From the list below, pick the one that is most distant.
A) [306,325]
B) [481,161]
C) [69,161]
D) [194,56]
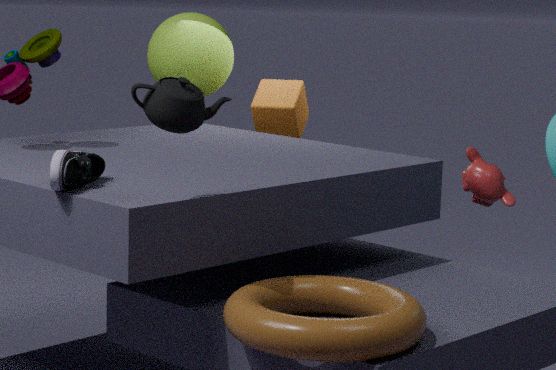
[194,56]
